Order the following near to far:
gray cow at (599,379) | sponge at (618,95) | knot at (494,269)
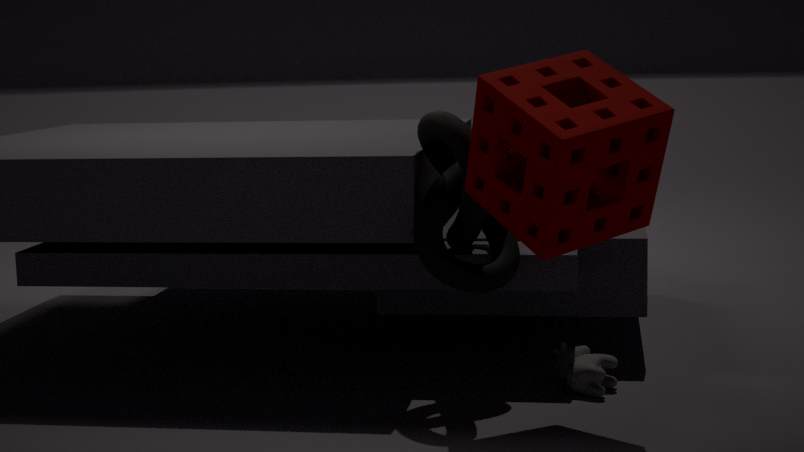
sponge at (618,95) → knot at (494,269) → gray cow at (599,379)
